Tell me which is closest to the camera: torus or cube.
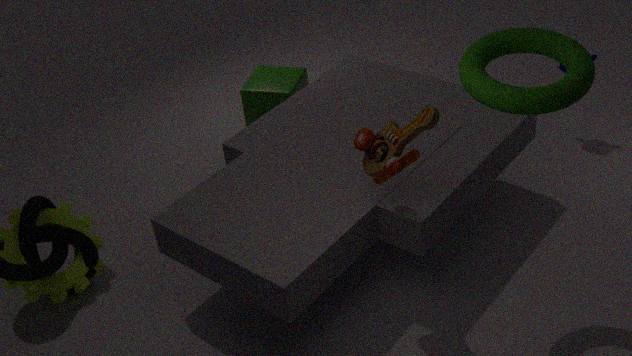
torus
